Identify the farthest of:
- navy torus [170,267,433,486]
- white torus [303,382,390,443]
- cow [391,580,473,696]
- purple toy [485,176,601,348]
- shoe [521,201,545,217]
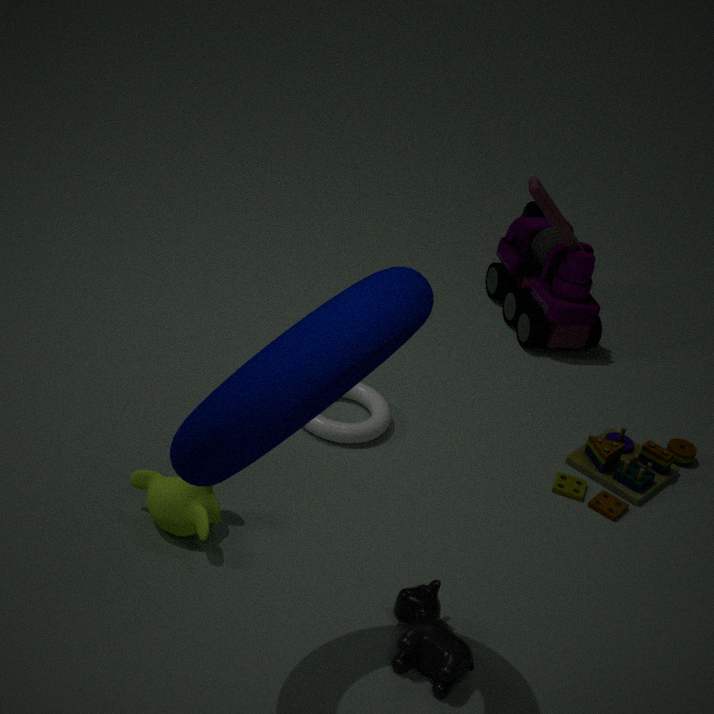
shoe [521,201,545,217]
